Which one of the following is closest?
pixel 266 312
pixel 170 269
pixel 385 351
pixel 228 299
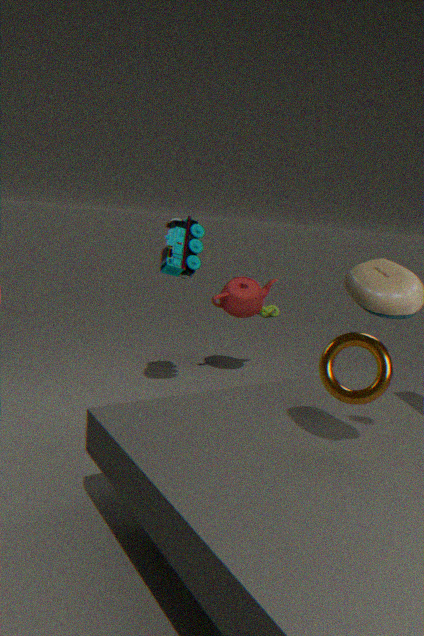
pixel 385 351
